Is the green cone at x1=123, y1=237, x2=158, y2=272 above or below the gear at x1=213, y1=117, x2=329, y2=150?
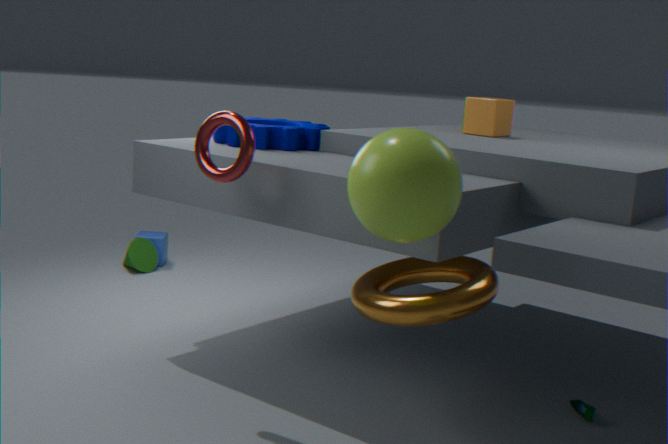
below
